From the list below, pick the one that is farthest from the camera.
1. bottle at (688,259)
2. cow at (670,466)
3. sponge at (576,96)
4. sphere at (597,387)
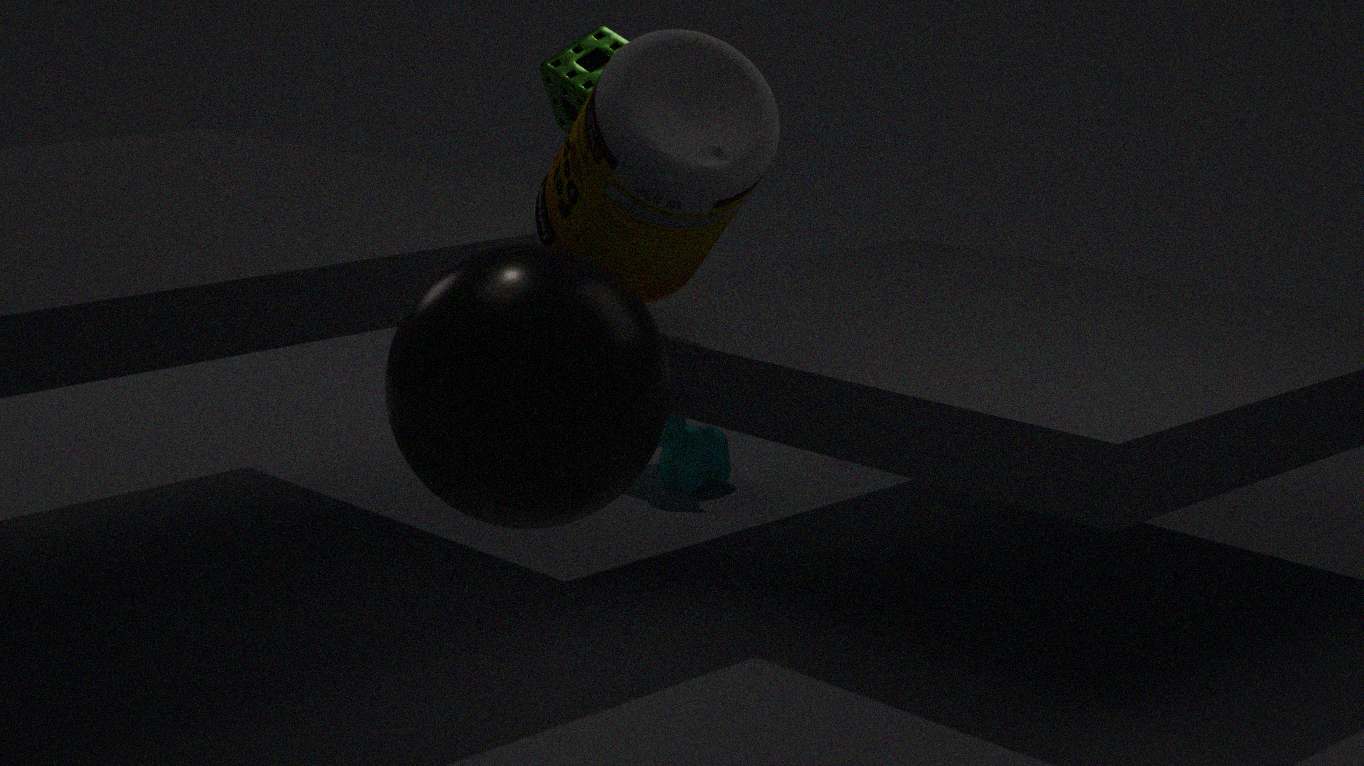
sponge at (576,96)
